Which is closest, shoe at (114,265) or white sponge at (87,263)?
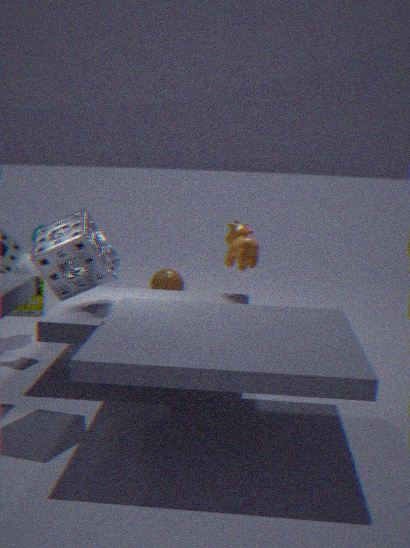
white sponge at (87,263)
